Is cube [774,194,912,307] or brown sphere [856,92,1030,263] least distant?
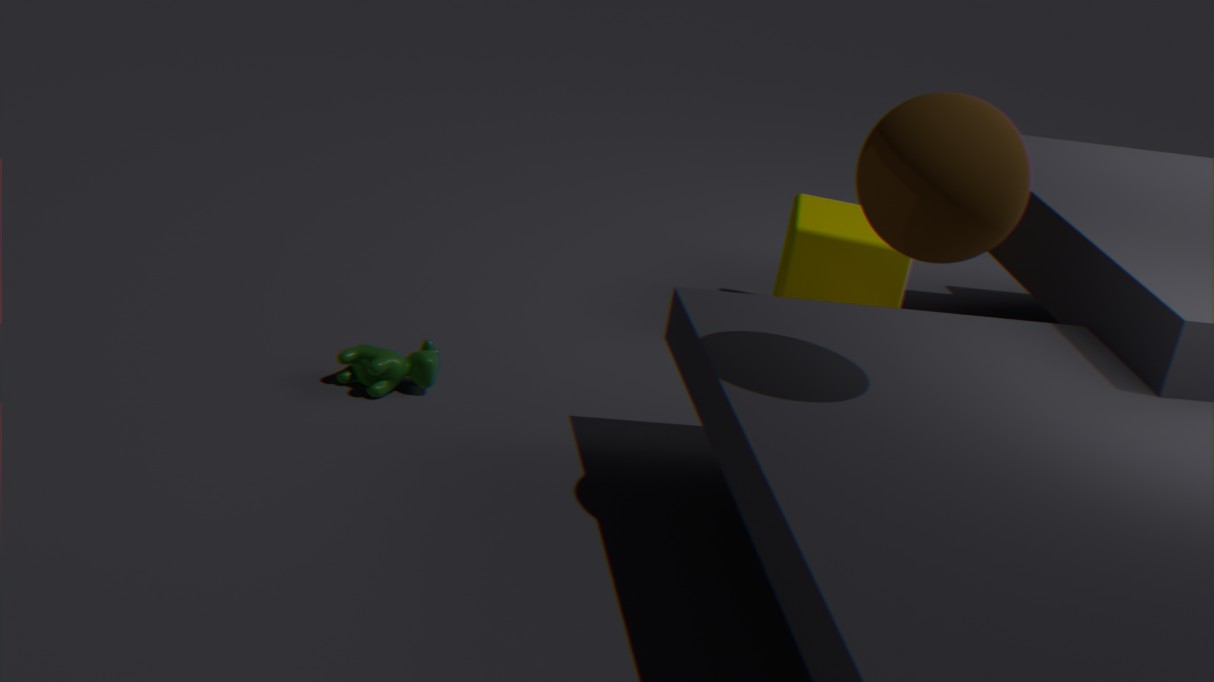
brown sphere [856,92,1030,263]
